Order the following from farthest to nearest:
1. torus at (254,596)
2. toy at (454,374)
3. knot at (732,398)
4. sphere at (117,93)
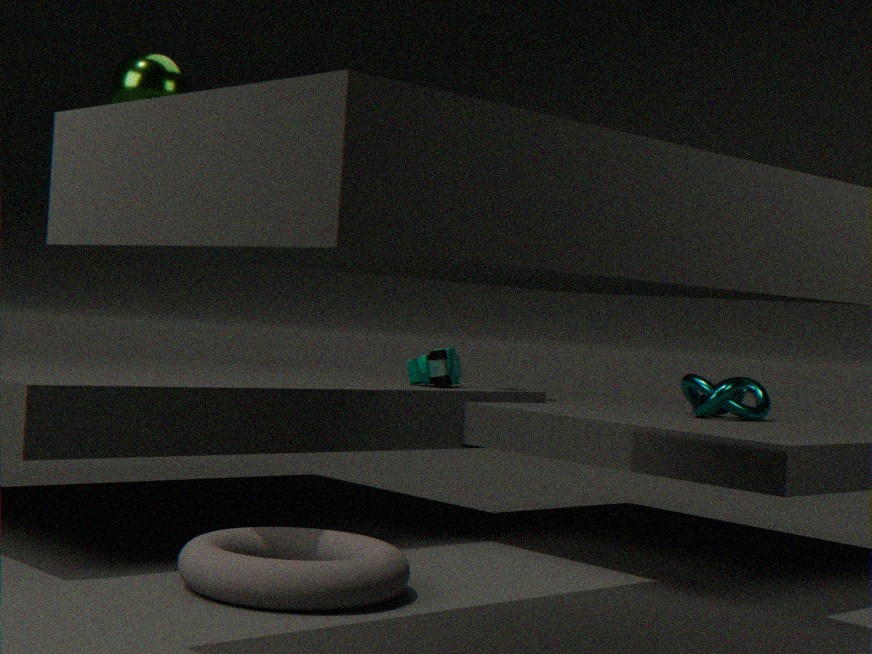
toy at (454,374) < knot at (732,398) < sphere at (117,93) < torus at (254,596)
